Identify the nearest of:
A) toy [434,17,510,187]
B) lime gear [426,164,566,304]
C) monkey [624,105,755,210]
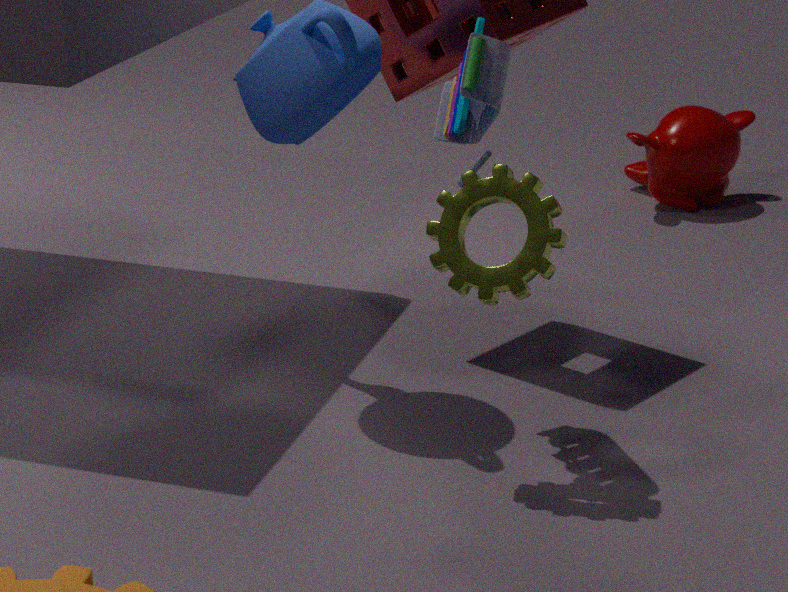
lime gear [426,164,566,304]
